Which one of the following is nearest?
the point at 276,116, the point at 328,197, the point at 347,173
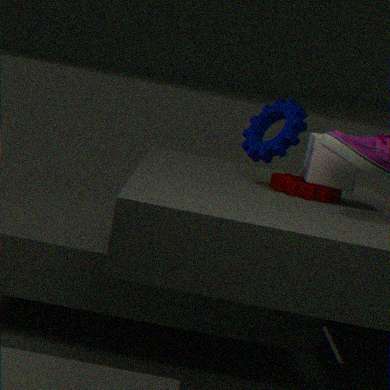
the point at 328,197
